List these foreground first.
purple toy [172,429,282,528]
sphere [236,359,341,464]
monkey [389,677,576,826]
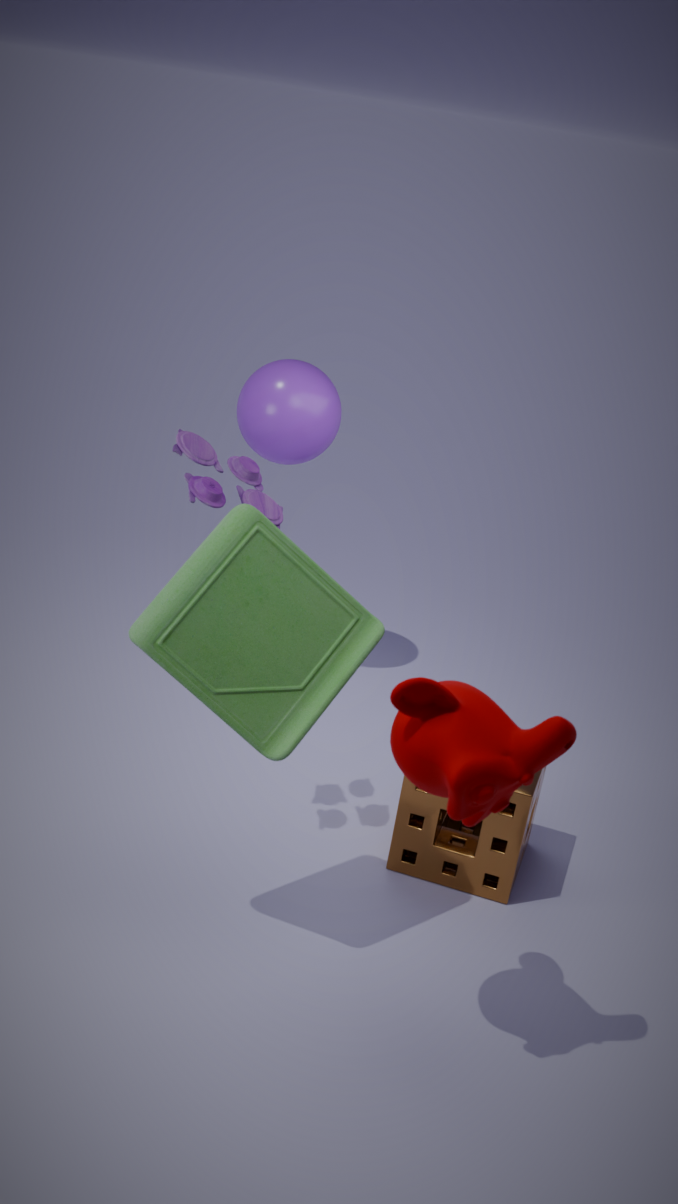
monkey [389,677,576,826]
purple toy [172,429,282,528]
sphere [236,359,341,464]
